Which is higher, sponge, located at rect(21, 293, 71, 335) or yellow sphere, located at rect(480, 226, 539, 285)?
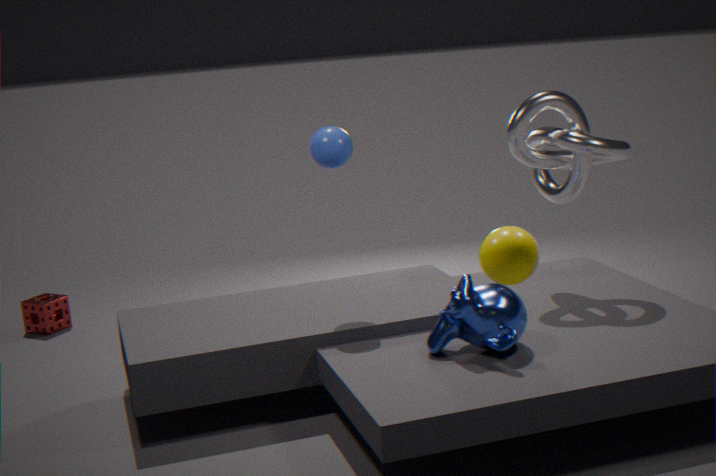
yellow sphere, located at rect(480, 226, 539, 285)
